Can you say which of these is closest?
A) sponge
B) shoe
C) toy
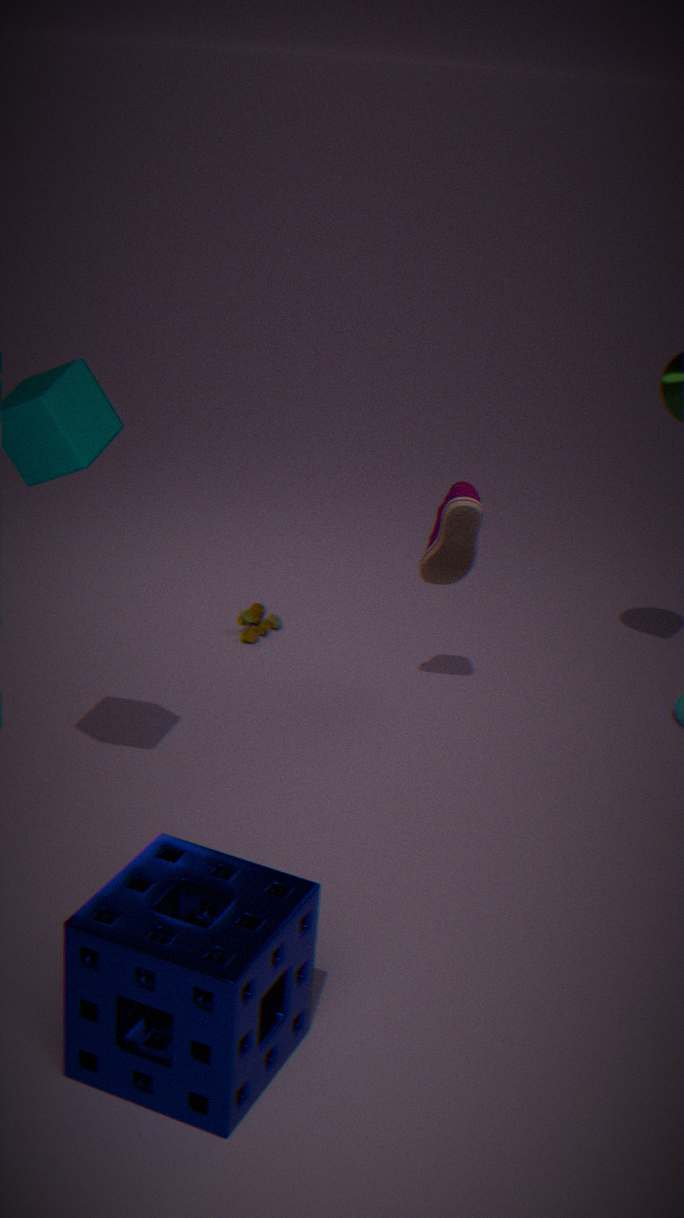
sponge
